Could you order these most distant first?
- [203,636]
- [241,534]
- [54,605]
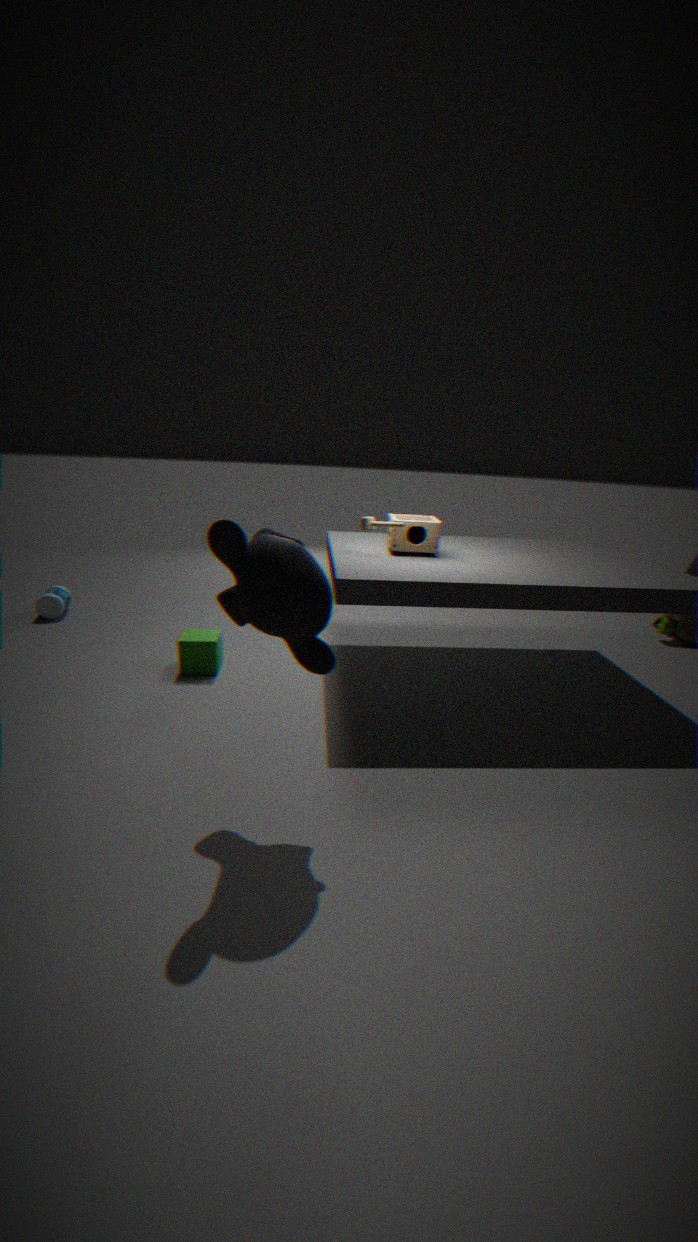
1. [54,605]
2. [203,636]
3. [241,534]
